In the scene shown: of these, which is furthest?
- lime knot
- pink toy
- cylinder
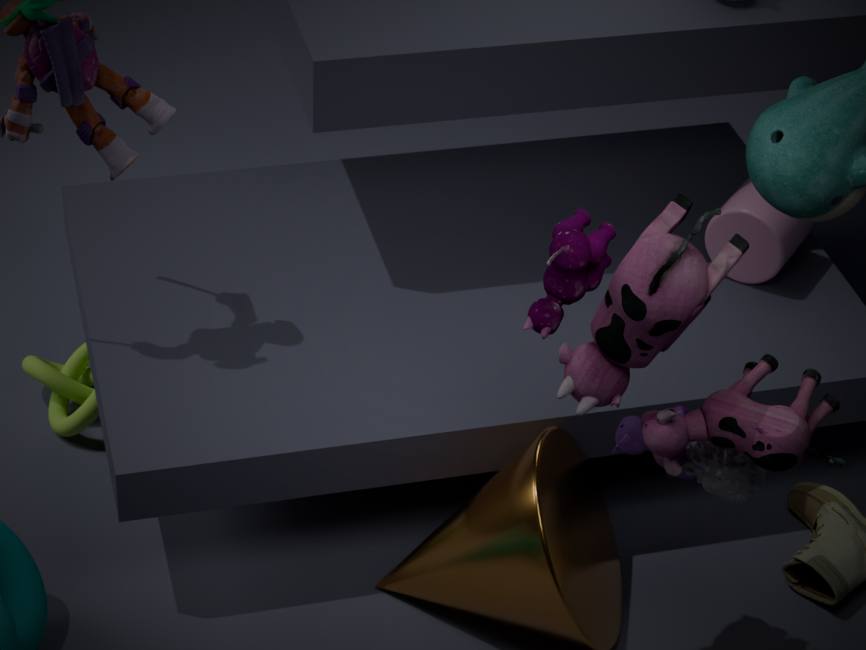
lime knot
